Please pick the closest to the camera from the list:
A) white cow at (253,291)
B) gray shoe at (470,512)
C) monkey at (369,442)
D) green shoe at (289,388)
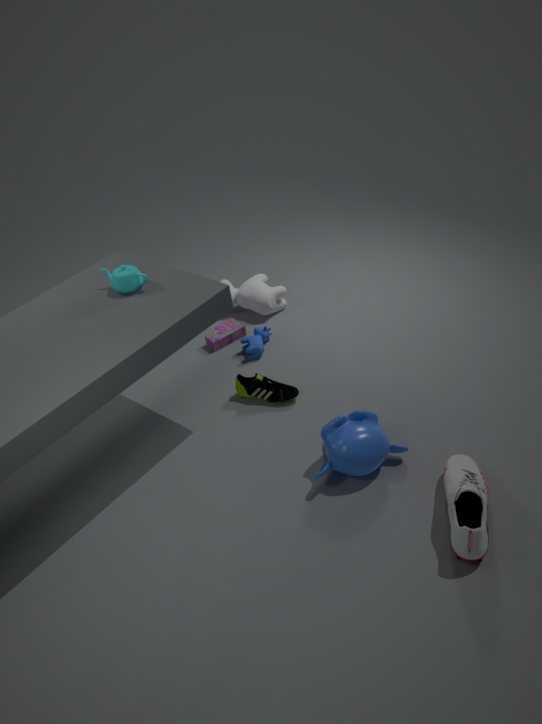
gray shoe at (470,512)
